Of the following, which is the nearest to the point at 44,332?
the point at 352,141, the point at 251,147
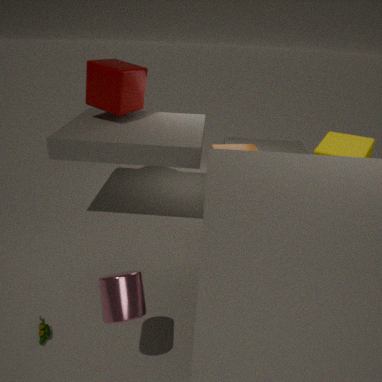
the point at 251,147
